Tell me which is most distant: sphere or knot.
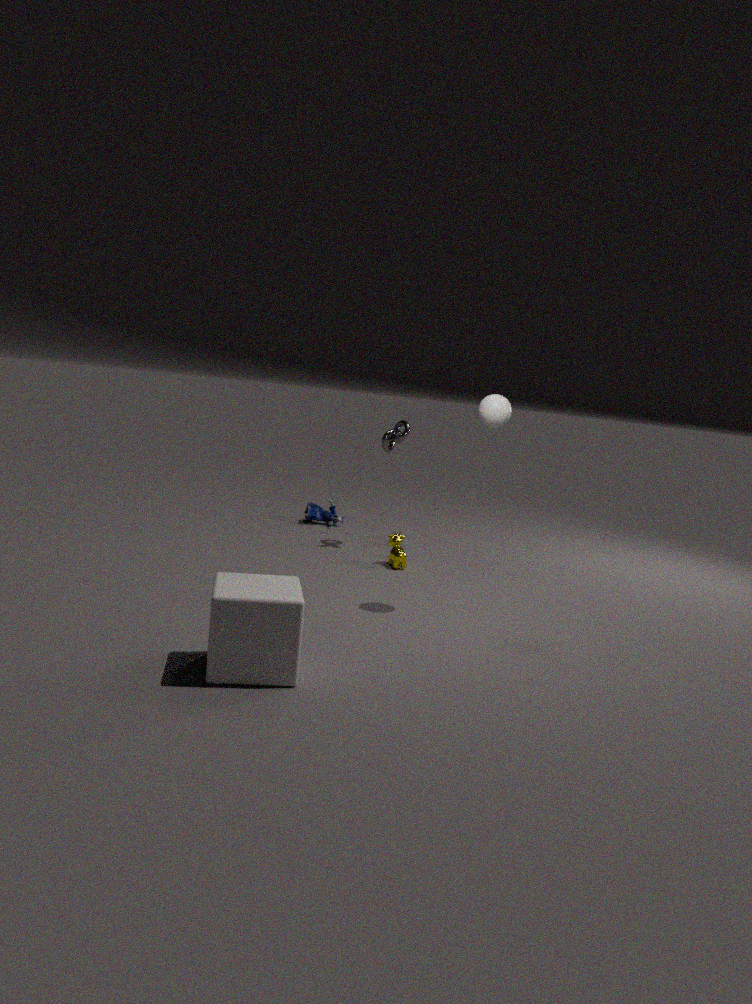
knot
